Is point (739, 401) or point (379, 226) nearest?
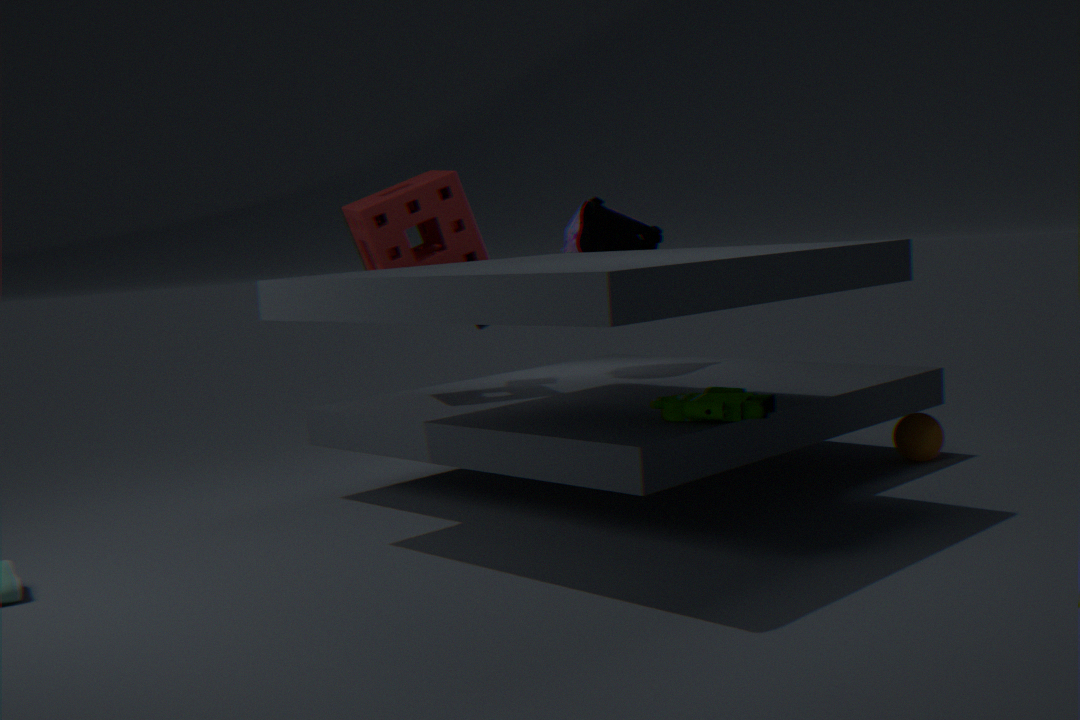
point (739, 401)
